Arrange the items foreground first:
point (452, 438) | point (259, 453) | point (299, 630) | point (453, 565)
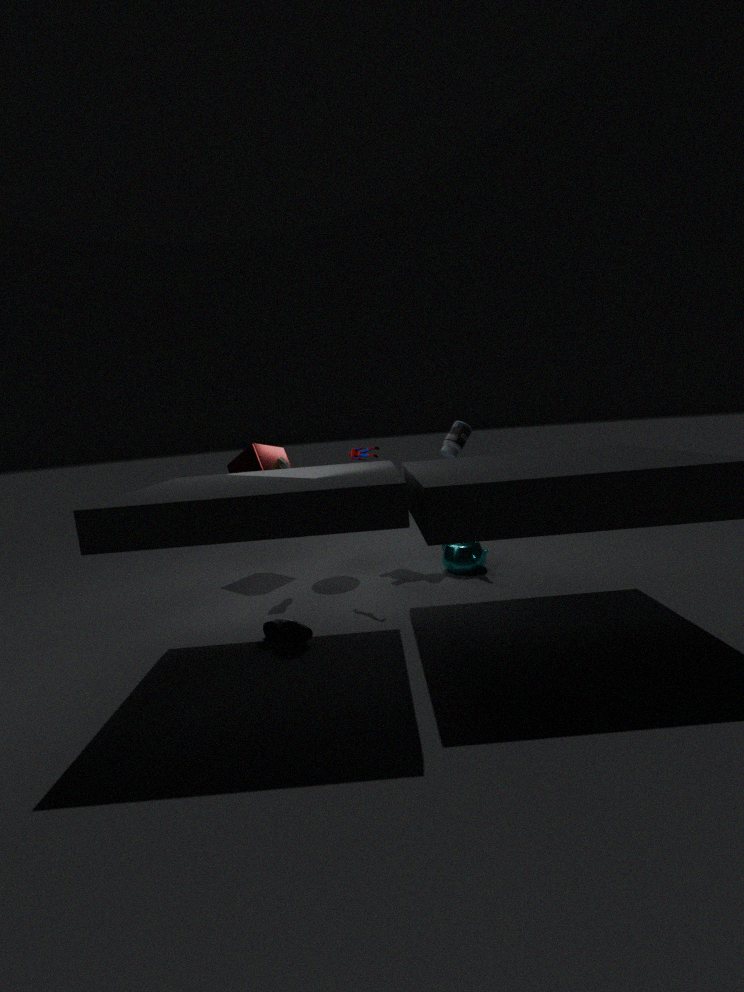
point (299, 630) → point (453, 565) → point (259, 453) → point (452, 438)
